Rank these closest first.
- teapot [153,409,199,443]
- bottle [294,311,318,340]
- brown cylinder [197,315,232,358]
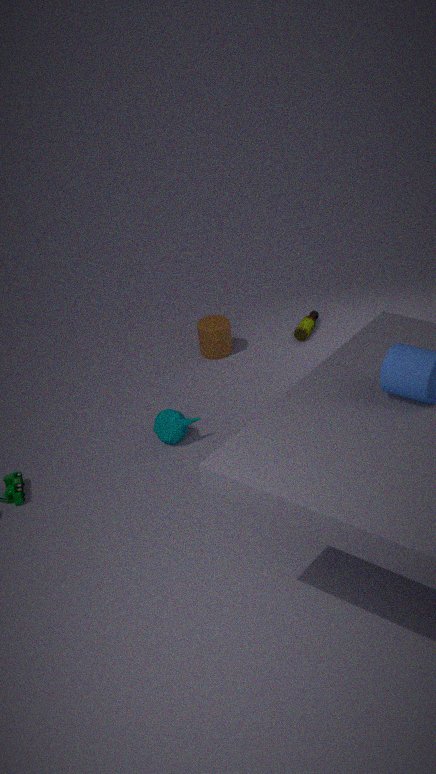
teapot [153,409,199,443], brown cylinder [197,315,232,358], bottle [294,311,318,340]
